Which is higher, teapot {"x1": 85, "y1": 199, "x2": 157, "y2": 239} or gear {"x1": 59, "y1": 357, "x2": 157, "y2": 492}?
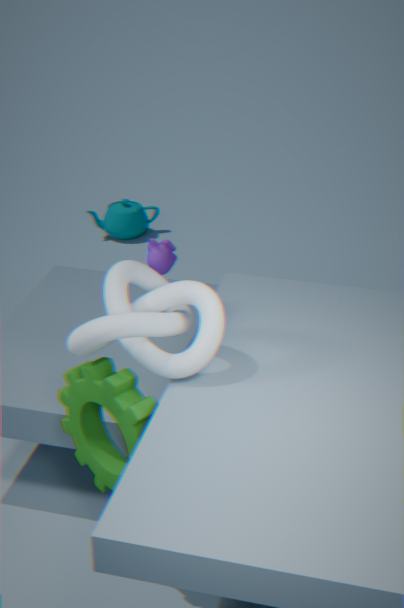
gear {"x1": 59, "y1": 357, "x2": 157, "y2": 492}
